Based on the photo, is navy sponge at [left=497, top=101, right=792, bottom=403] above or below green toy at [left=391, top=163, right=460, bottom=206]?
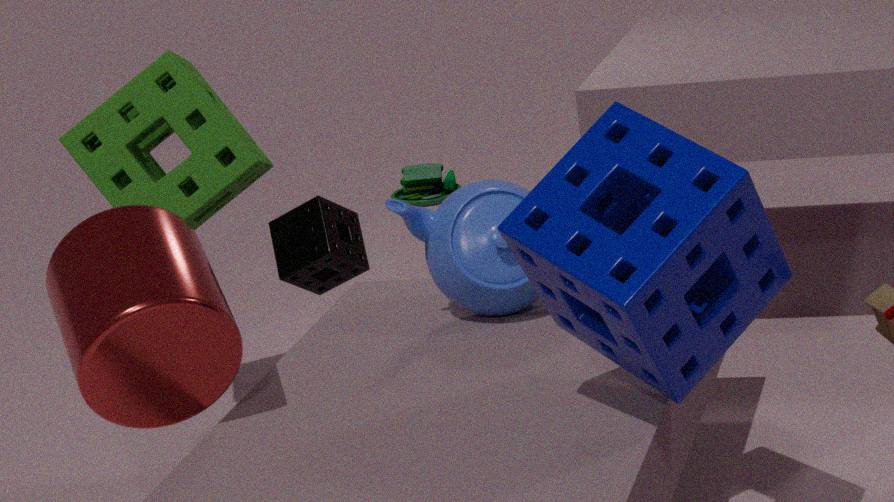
above
